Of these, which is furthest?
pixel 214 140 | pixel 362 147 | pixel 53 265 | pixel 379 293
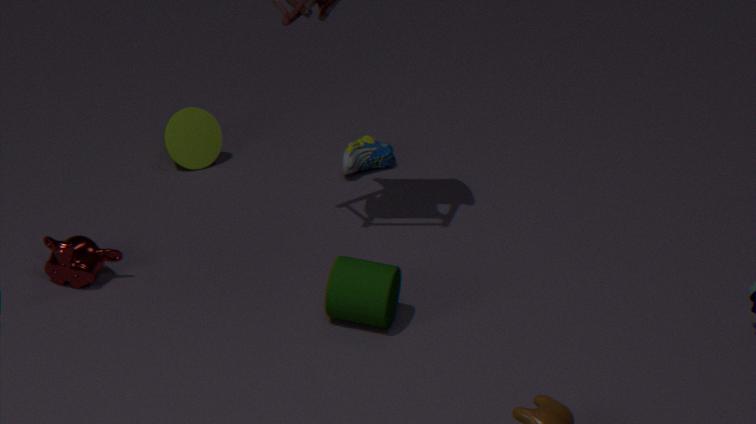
pixel 362 147
